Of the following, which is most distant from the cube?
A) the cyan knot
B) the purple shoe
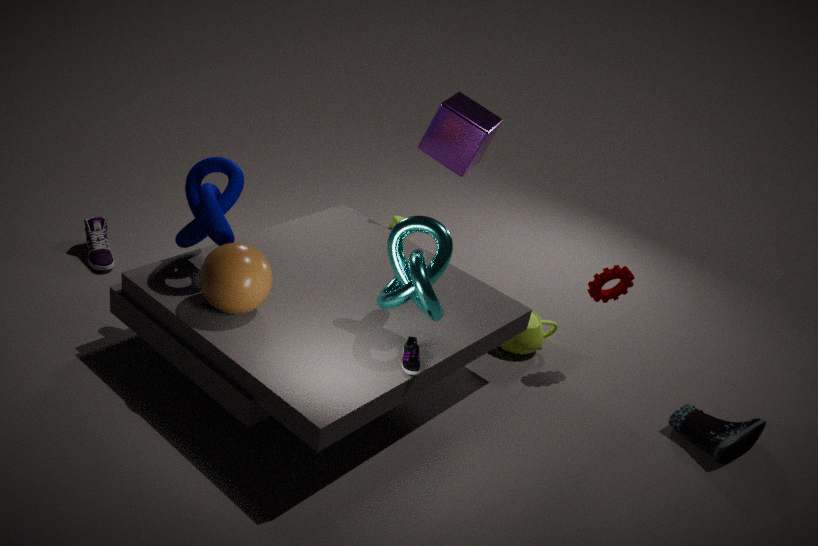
the purple shoe
